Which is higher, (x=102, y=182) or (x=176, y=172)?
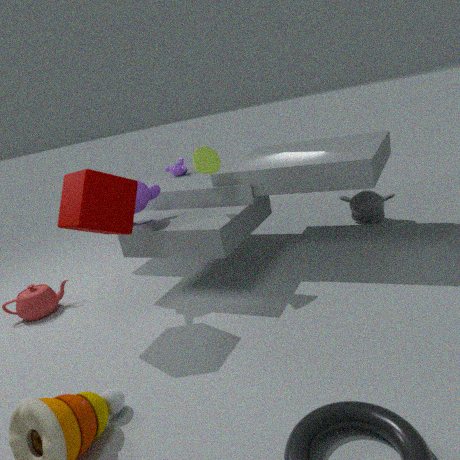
(x=102, y=182)
